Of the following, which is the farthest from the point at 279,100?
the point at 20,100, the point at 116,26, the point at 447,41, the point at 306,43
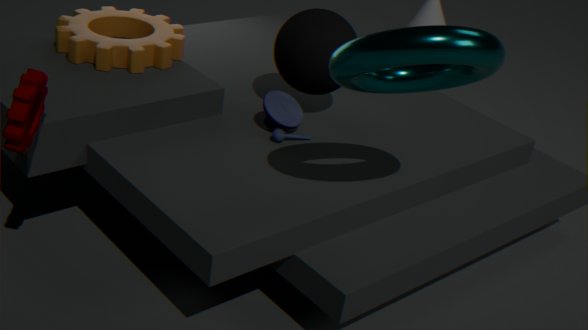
the point at 20,100
